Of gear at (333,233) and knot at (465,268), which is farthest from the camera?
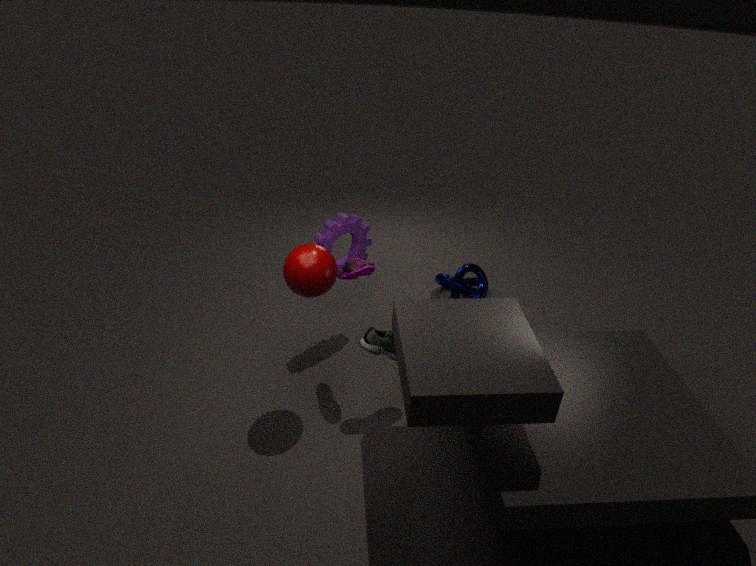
knot at (465,268)
